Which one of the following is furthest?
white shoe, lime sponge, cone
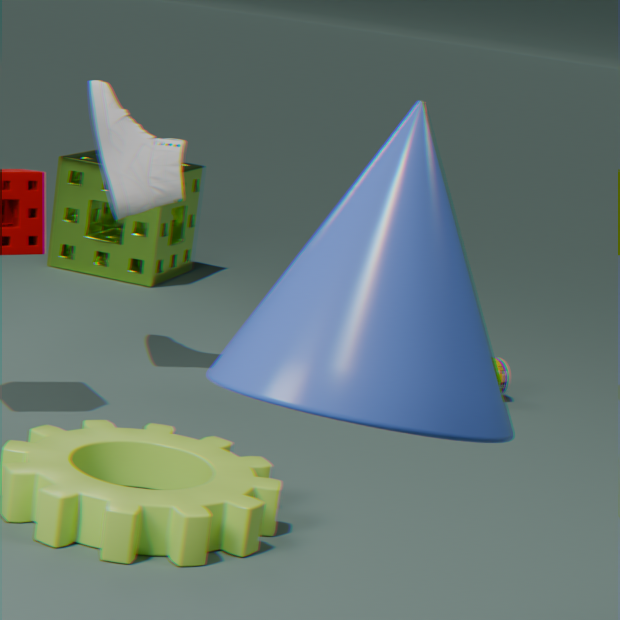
lime sponge
